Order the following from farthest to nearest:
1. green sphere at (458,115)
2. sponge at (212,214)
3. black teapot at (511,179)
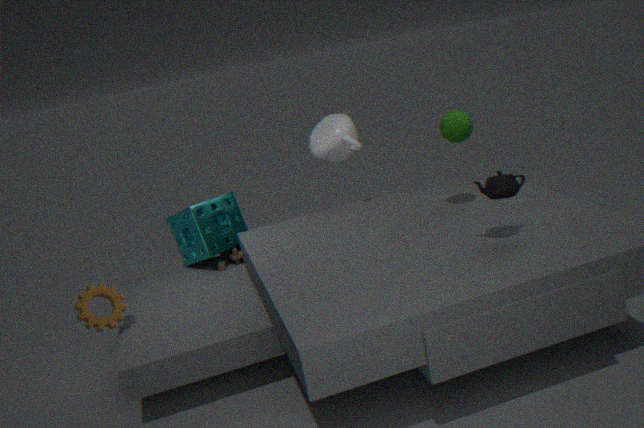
sponge at (212,214) < green sphere at (458,115) < black teapot at (511,179)
